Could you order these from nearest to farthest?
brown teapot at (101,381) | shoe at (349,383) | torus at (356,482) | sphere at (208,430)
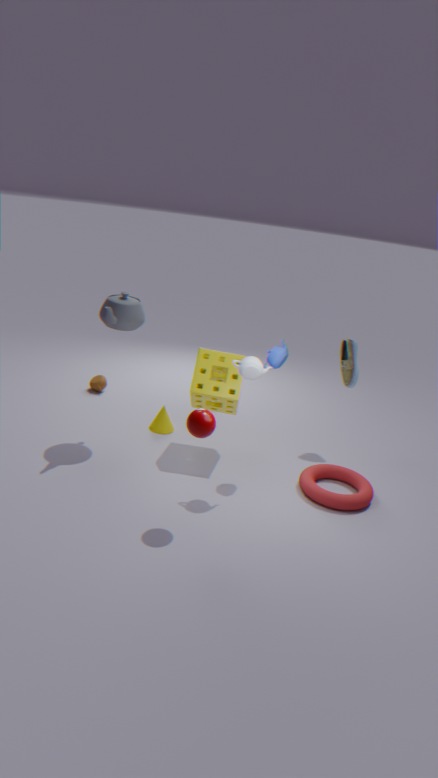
1. sphere at (208,430)
2. torus at (356,482)
3. shoe at (349,383)
4. brown teapot at (101,381)
